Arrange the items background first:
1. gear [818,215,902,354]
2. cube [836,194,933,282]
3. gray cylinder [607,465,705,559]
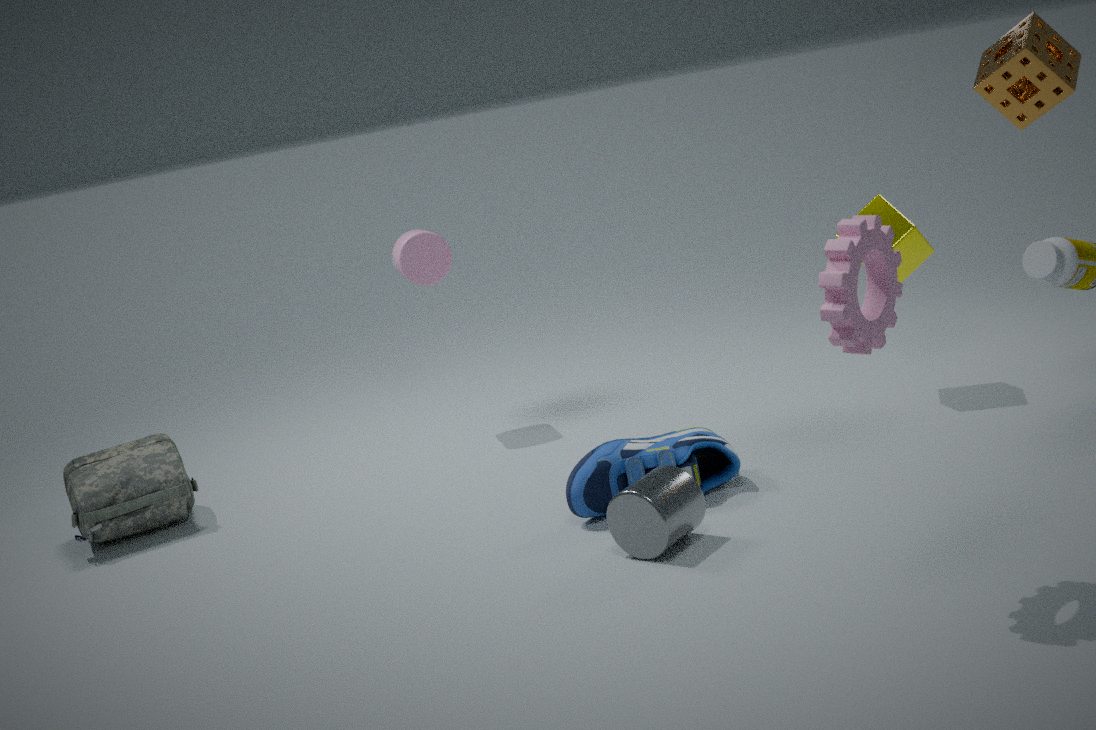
cube [836,194,933,282] < gray cylinder [607,465,705,559] < gear [818,215,902,354]
